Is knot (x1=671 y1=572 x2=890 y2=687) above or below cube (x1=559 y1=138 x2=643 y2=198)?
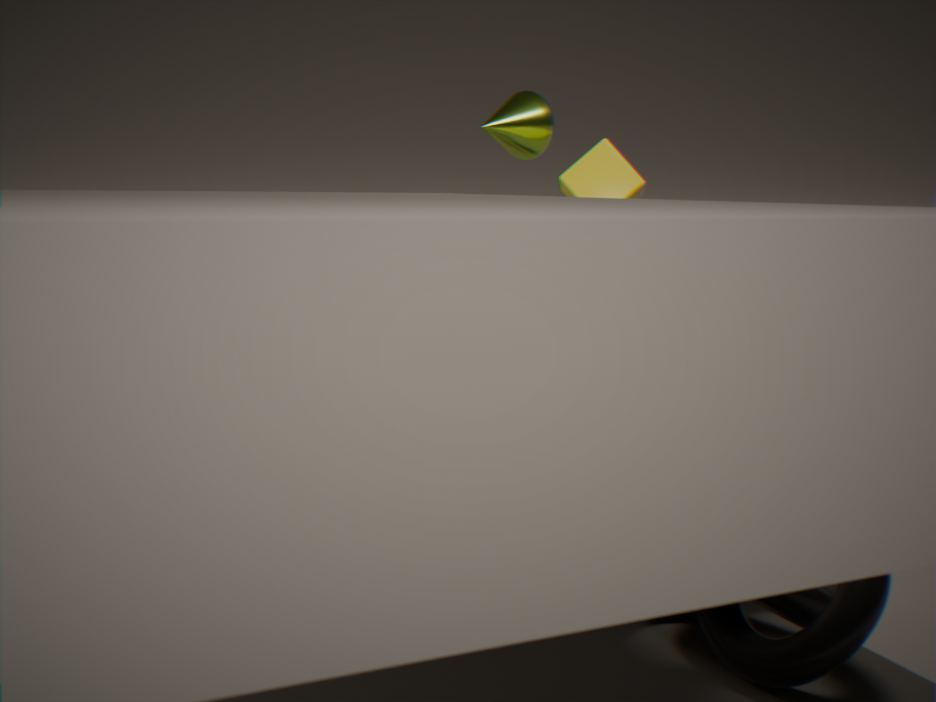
below
